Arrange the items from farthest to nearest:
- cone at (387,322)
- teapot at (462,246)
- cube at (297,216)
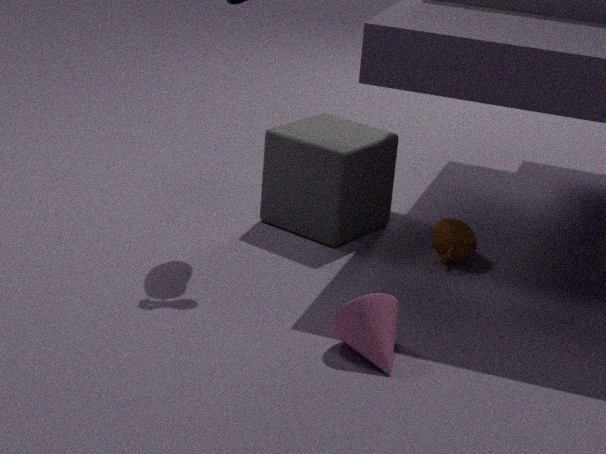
cube at (297,216) < teapot at (462,246) < cone at (387,322)
